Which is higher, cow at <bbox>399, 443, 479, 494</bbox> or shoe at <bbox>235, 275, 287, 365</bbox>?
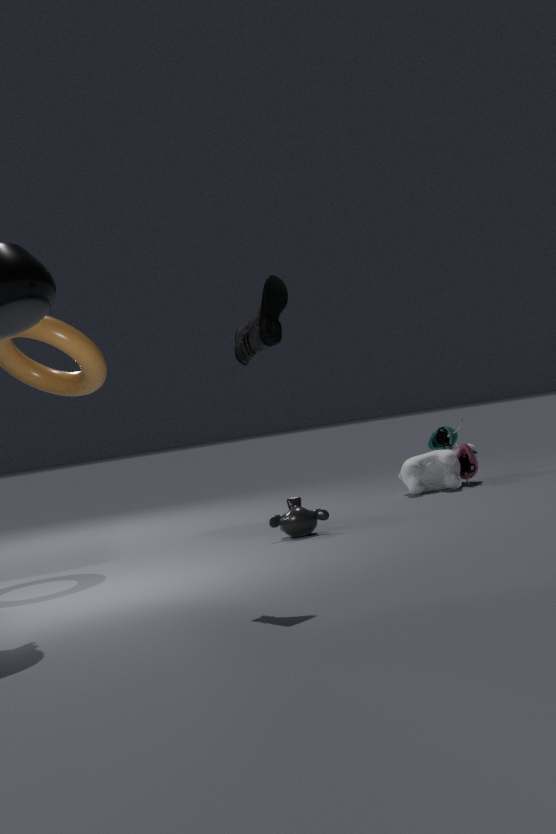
shoe at <bbox>235, 275, 287, 365</bbox>
